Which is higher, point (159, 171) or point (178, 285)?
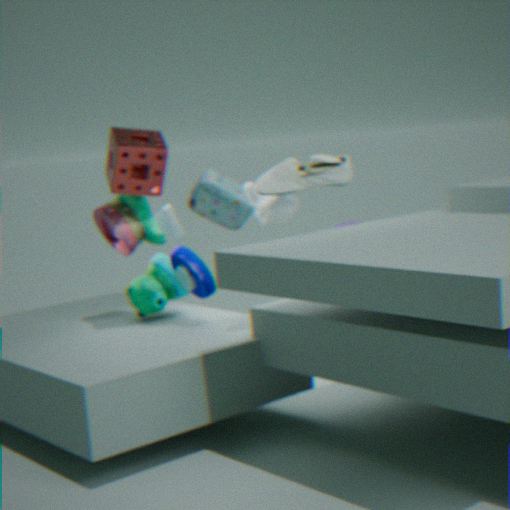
point (159, 171)
